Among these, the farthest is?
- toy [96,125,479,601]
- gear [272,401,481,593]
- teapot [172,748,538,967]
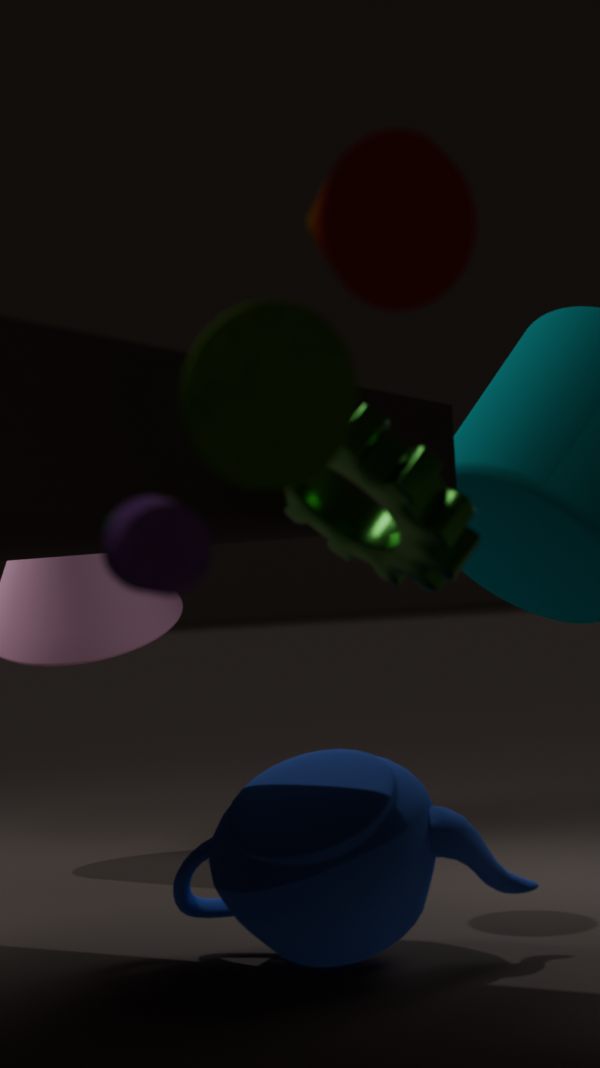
teapot [172,748,538,967]
